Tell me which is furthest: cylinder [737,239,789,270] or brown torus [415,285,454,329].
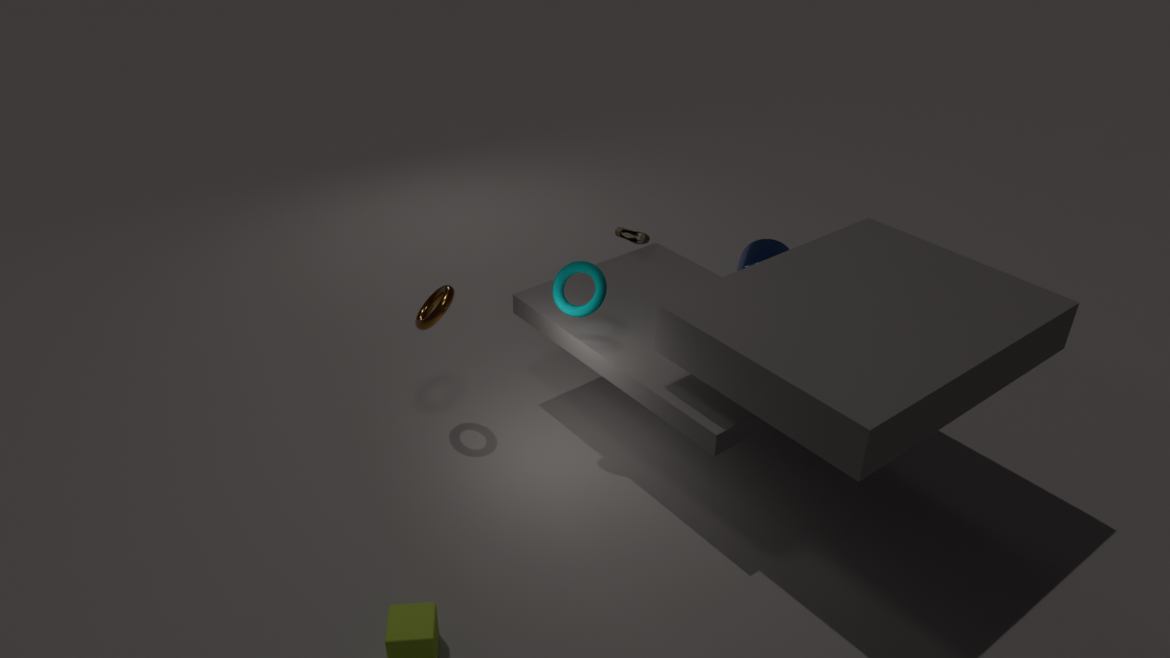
cylinder [737,239,789,270]
